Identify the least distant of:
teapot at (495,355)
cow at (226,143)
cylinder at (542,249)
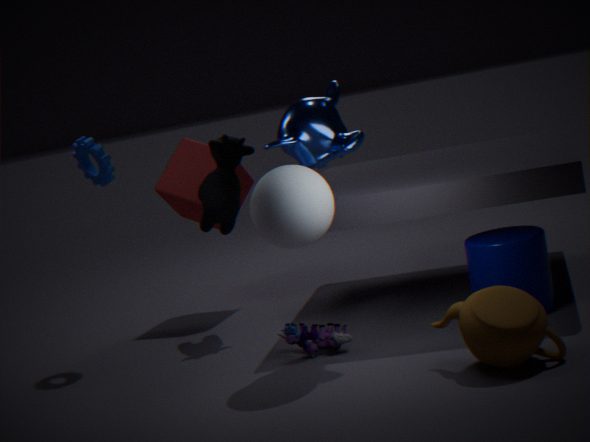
teapot at (495,355)
